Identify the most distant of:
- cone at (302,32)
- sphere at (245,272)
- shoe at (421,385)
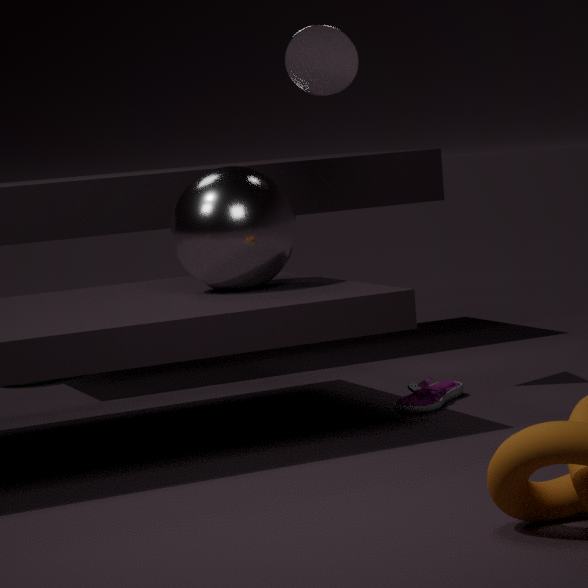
shoe at (421,385)
